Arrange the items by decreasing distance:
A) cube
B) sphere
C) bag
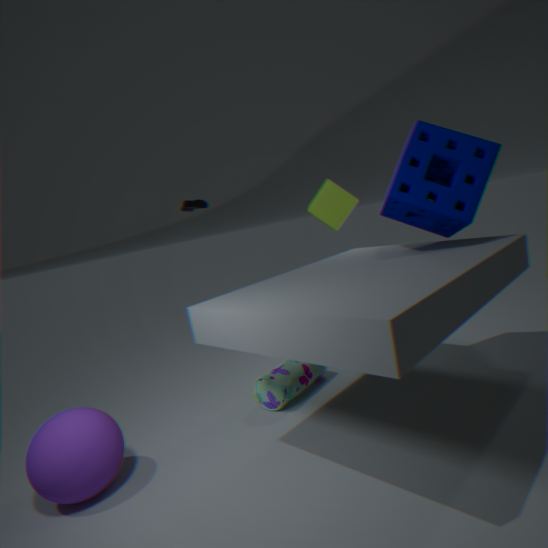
cube < bag < sphere
